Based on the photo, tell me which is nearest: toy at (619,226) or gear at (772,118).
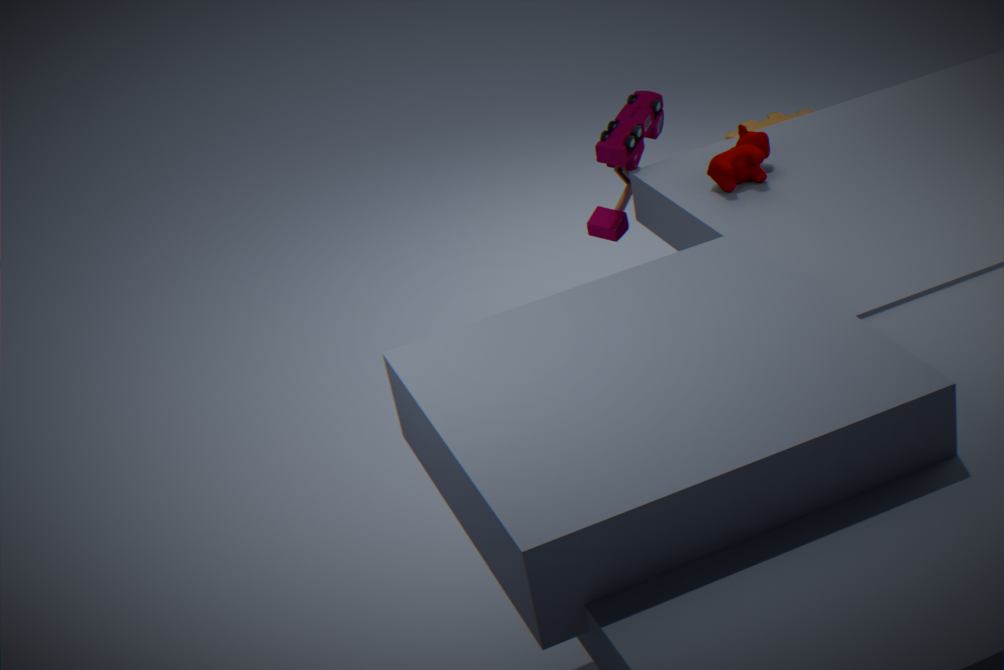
toy at (619,226)
